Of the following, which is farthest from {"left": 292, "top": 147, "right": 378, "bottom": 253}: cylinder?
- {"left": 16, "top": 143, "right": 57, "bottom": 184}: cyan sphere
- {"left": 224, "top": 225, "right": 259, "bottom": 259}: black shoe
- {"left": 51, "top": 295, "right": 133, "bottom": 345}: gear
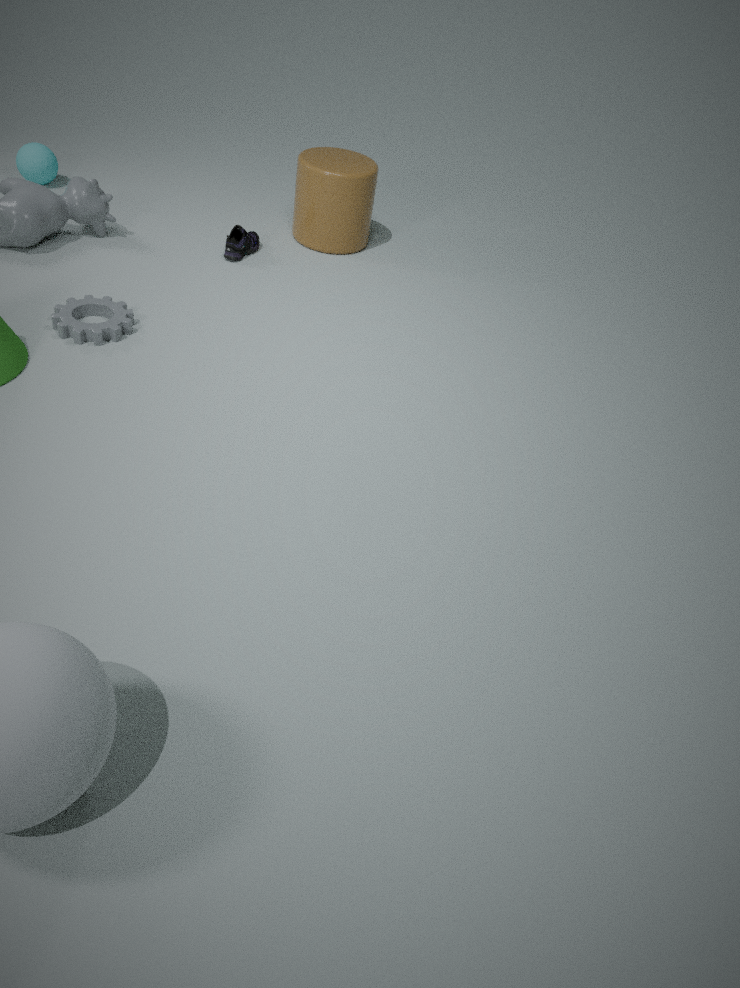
{"left": 16, "top": 143, "right": 57, "bottom": 184}: cyan sphere
